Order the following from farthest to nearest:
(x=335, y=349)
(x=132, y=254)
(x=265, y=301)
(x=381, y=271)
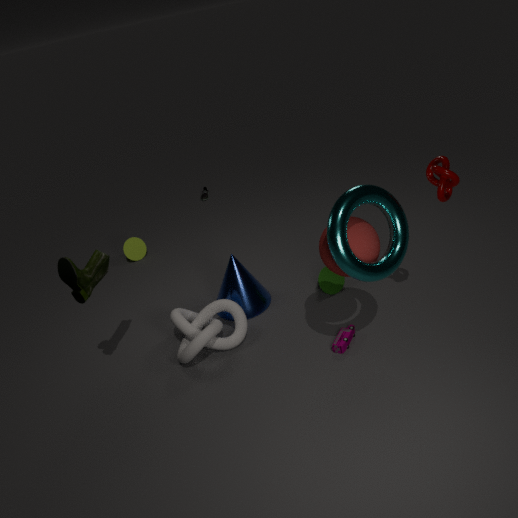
(x=132, y=254) < (x=265, y=301) < (x=335, y=349) < (x=381, y=271)
